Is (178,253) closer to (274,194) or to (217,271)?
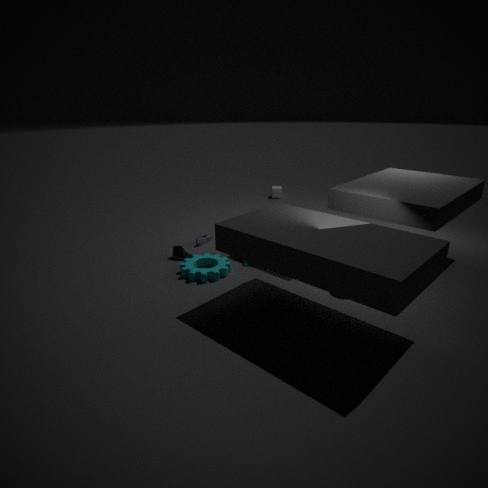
(217,271)
